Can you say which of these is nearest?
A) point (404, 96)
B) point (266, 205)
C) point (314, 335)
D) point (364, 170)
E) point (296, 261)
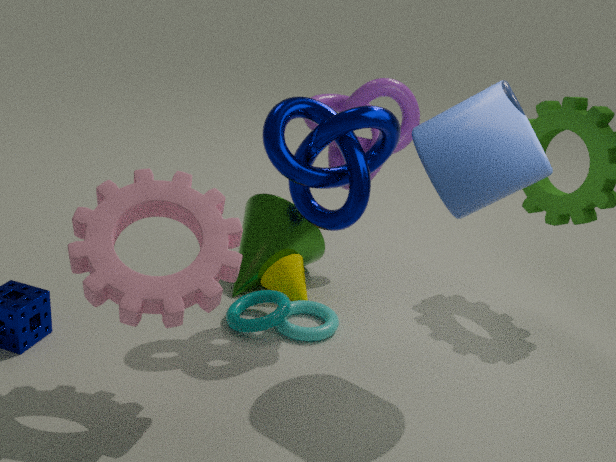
D. point (364, 170)
